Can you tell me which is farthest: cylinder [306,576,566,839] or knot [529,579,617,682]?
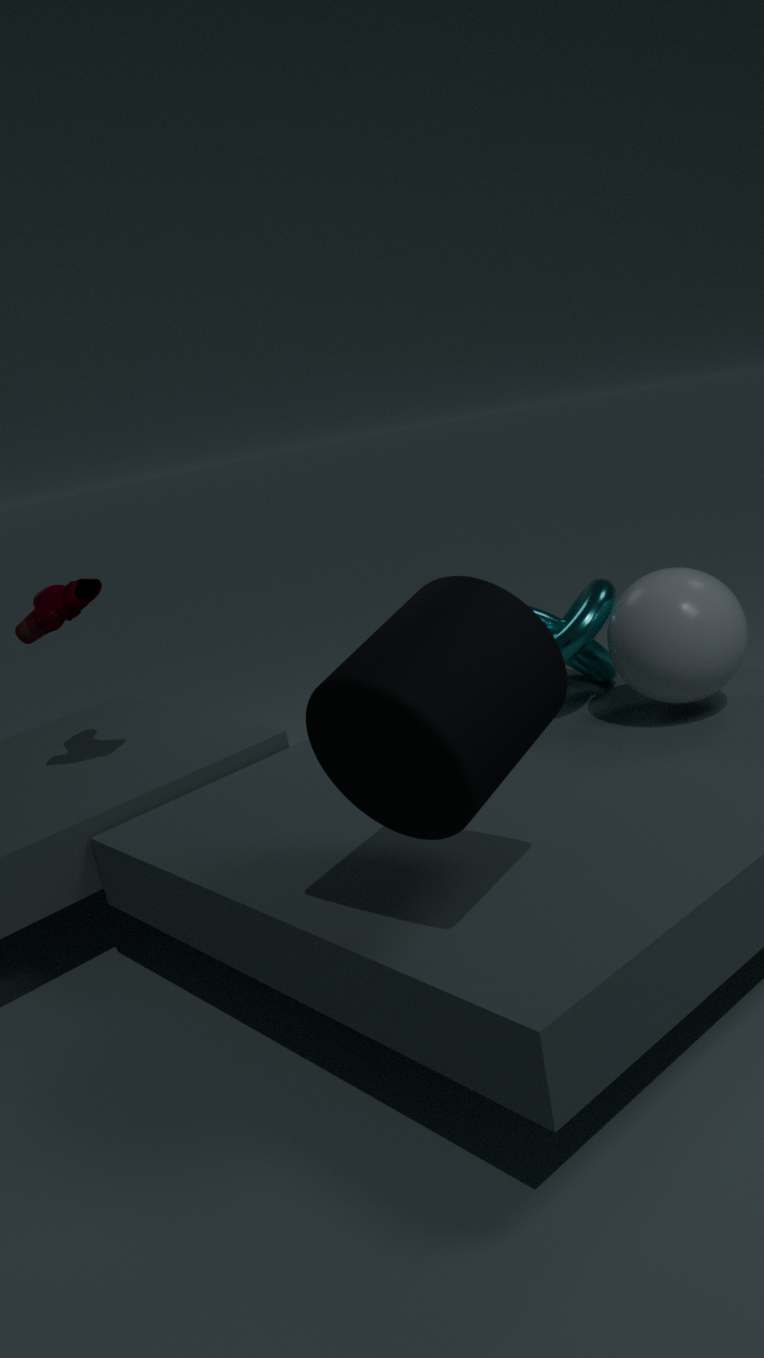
knot [529,579,617,682]
